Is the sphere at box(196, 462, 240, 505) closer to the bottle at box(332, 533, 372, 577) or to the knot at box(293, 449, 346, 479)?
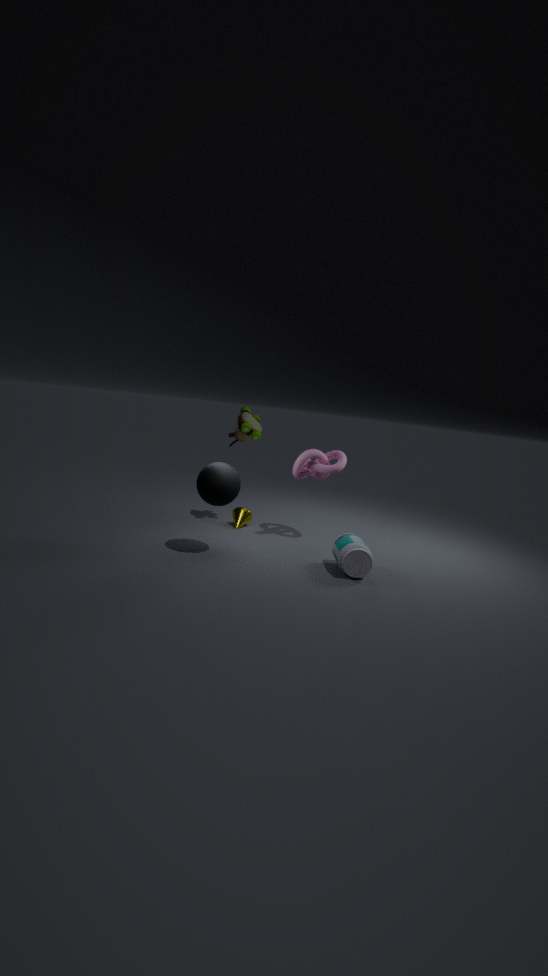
the knot at box(293, 449, 346, 479)
